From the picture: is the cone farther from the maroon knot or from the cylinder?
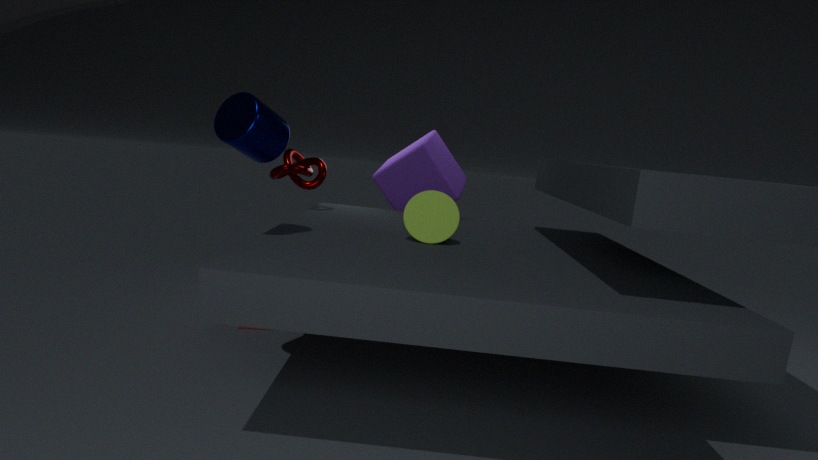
the maroon knot
